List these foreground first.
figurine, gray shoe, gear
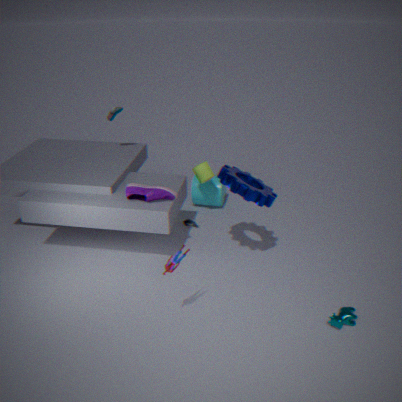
figurine < gear < gray shoe
